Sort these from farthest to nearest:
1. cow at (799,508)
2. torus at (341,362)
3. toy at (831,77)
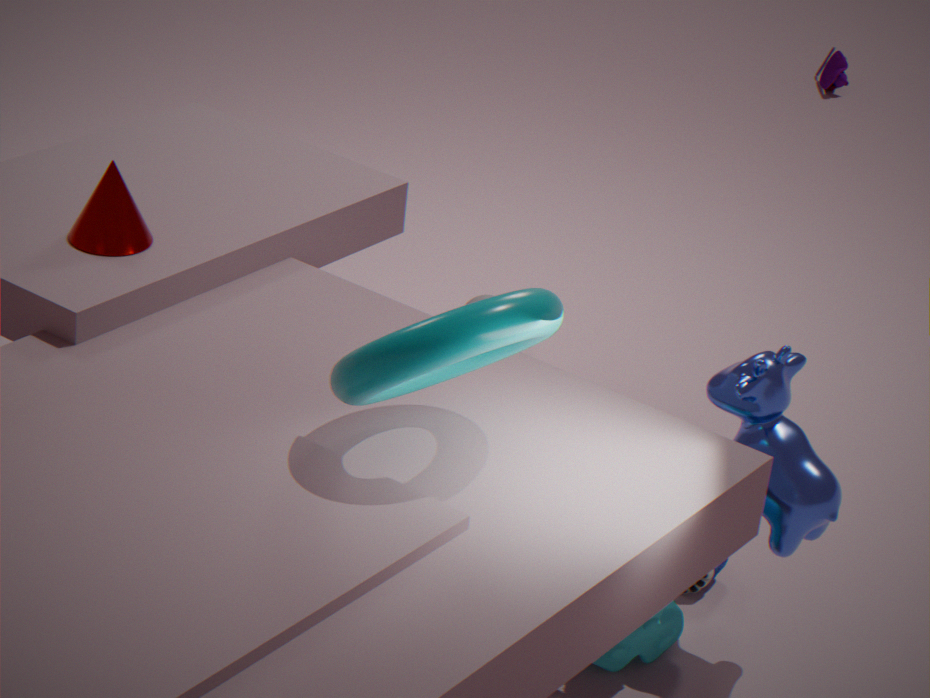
toy at (831,77) → cow at (799,508) → torus at (341,362)
